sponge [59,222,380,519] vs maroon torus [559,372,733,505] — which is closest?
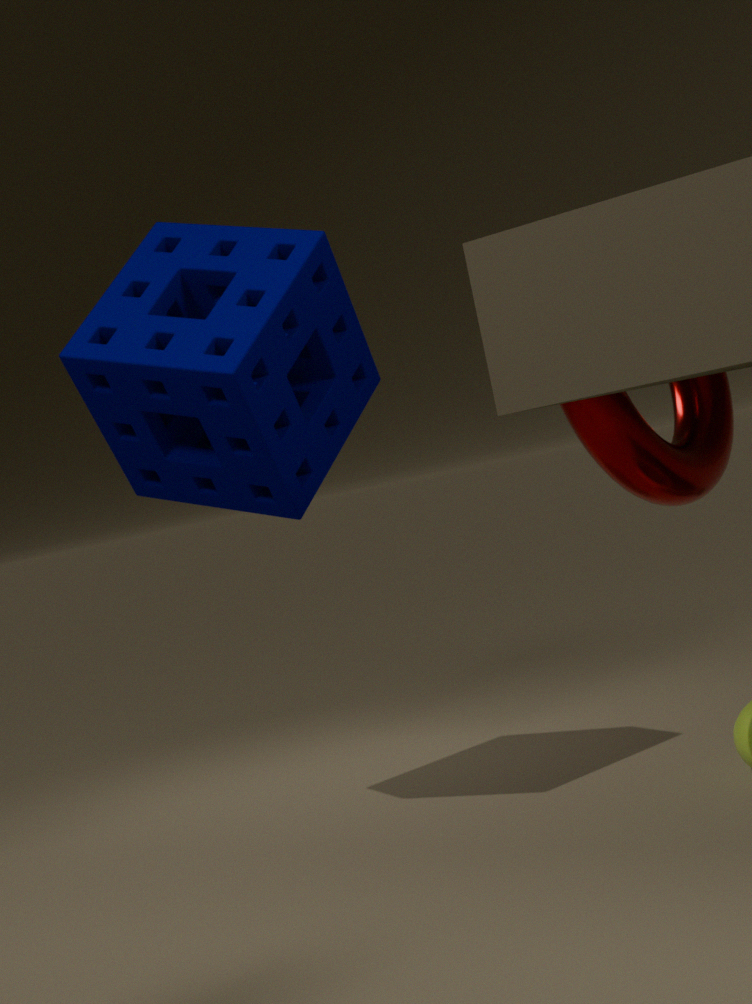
maroon torus [559,372,733,505]
